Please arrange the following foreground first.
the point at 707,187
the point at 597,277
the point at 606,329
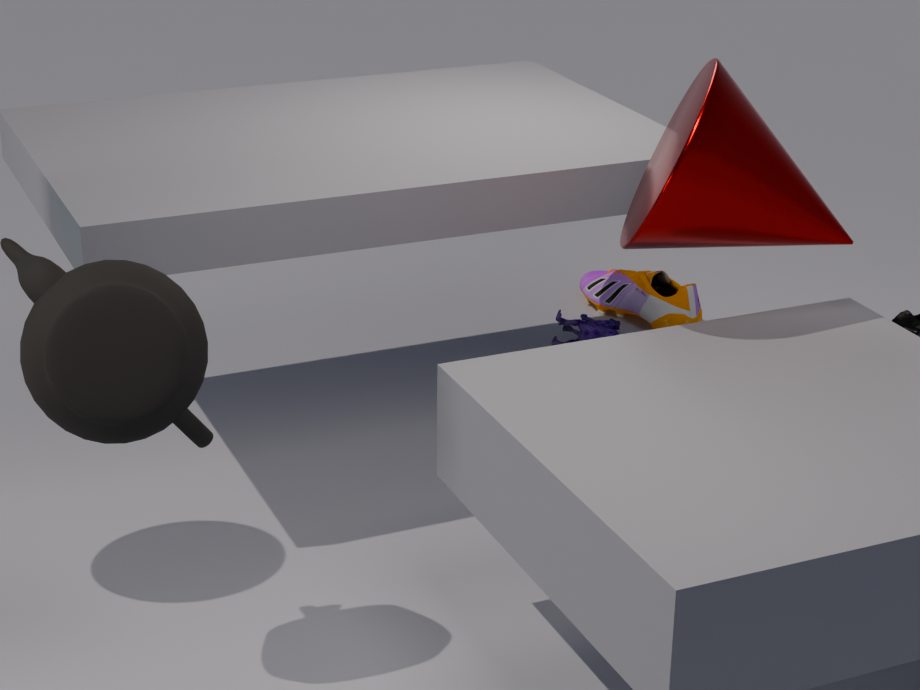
the point at 707,187 < the point at 606,329 < the point at 597,277
